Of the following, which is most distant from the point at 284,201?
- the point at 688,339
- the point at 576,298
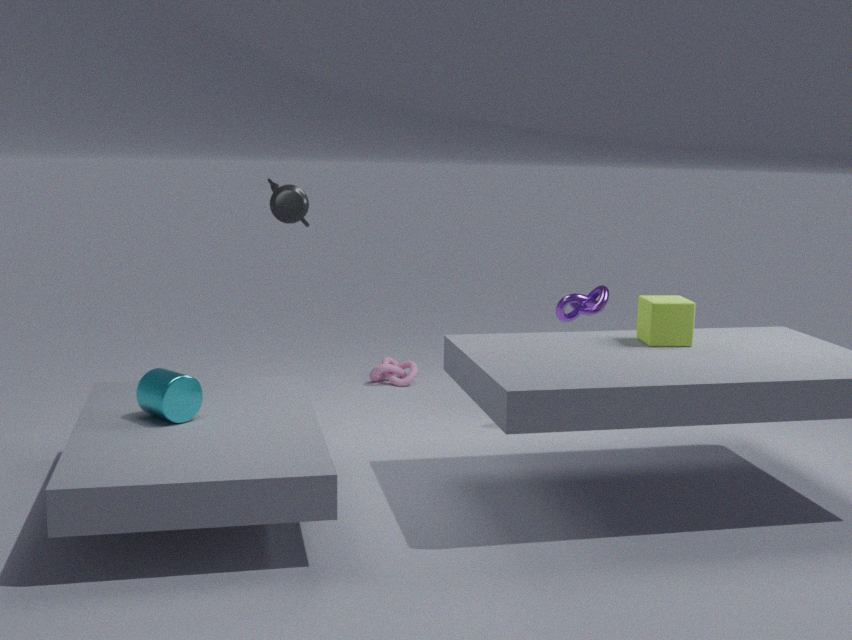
the point at 688,339
